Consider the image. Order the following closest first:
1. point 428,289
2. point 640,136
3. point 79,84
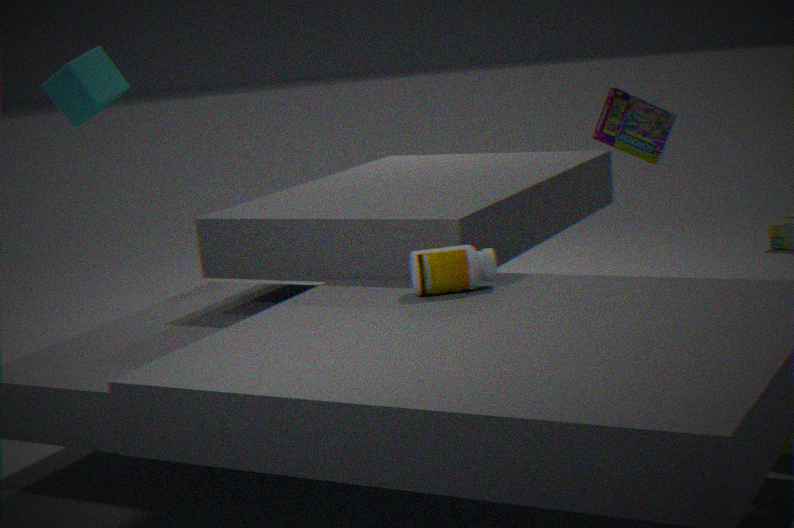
point 428,289 → point 640,136 → point 79,84
